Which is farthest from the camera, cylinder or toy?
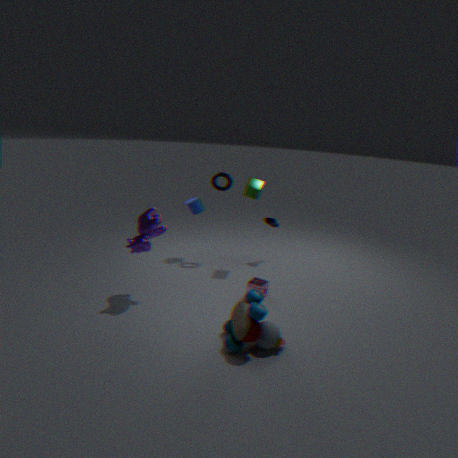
cylinder
